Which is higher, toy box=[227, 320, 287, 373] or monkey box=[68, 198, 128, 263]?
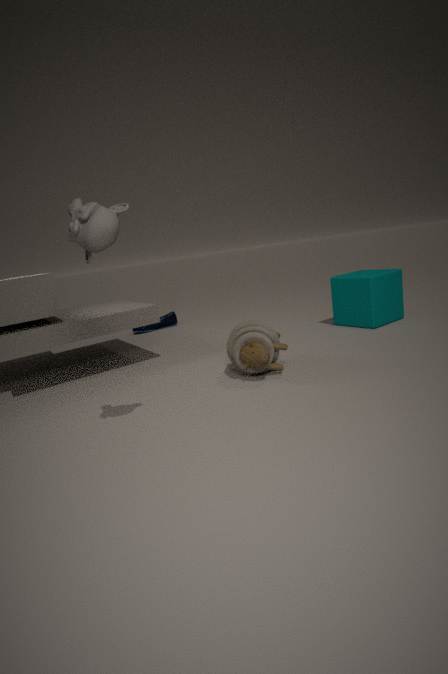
monkey box=[68, 198, 128, 263]
